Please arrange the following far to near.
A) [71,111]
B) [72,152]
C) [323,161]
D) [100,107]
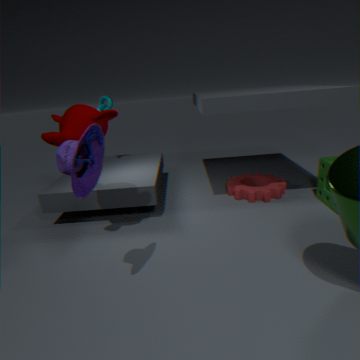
[100,107], [323,161], [71,111], [72,152]
